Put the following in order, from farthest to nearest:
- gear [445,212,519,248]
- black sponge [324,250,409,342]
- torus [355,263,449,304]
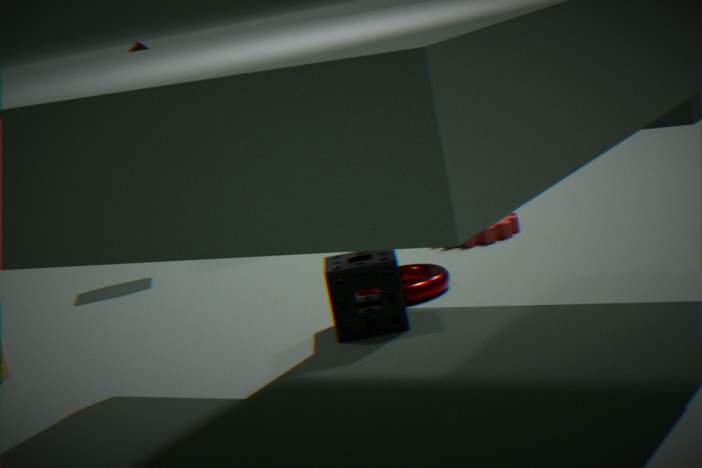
gear [445,212,519,248], torus [355,263,449,304], black sponge [324,250,409,342]
